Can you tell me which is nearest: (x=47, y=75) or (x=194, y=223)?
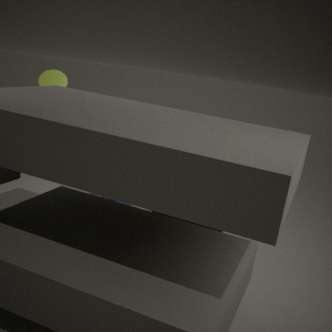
(x=194, y=223)
